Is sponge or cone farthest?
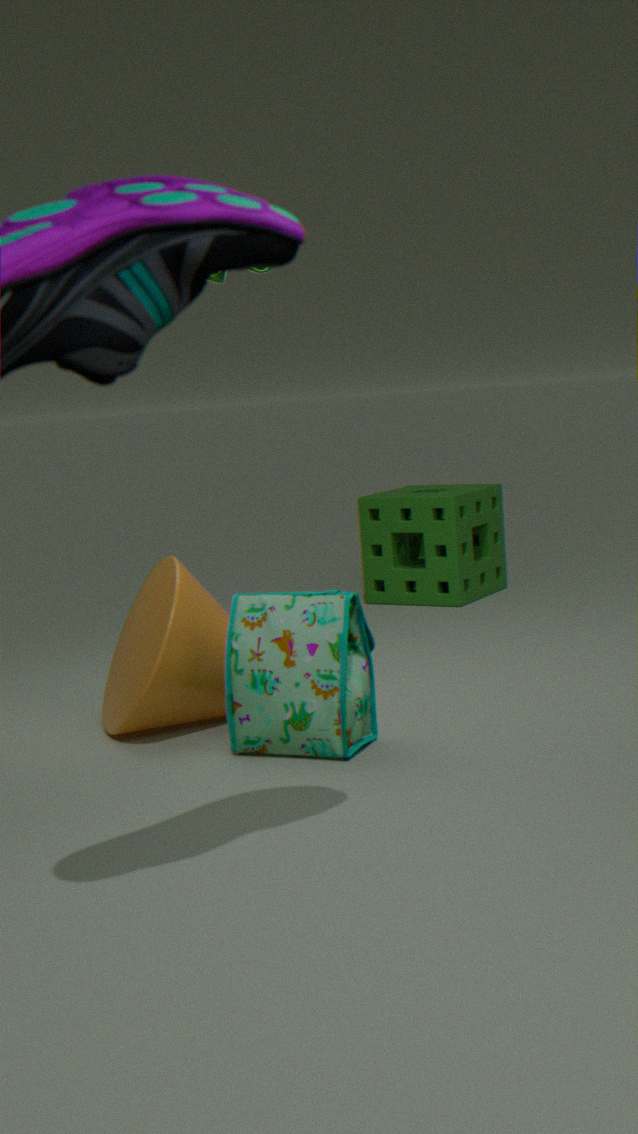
sponge
